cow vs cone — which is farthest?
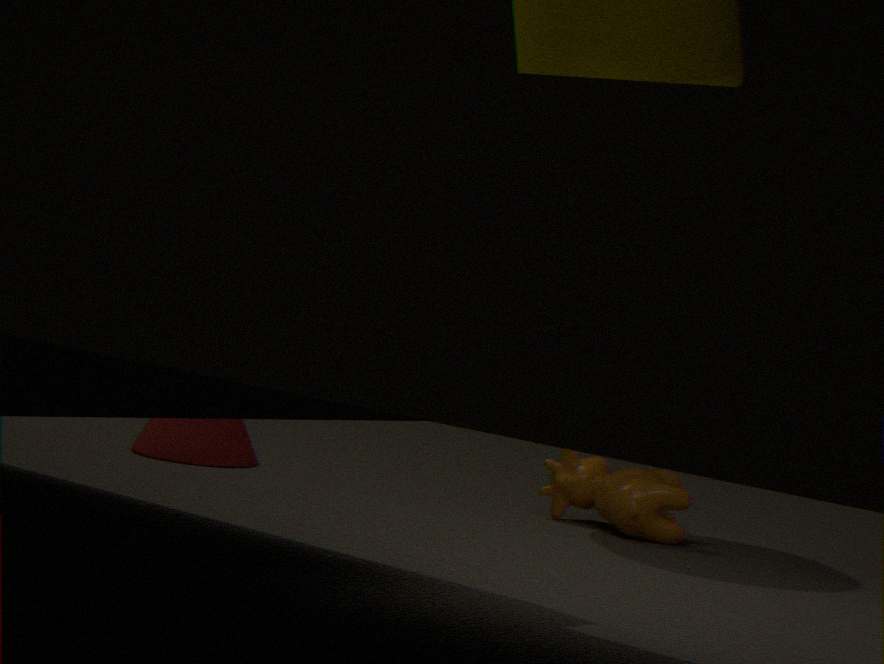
cone
